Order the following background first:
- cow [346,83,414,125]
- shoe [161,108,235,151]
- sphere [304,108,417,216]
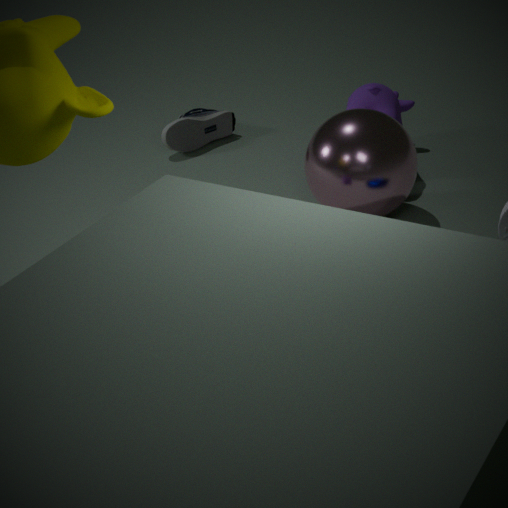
shoe [161,108,235,151] < cow [346,83,414,125] < sphere [304,108,417,216]
